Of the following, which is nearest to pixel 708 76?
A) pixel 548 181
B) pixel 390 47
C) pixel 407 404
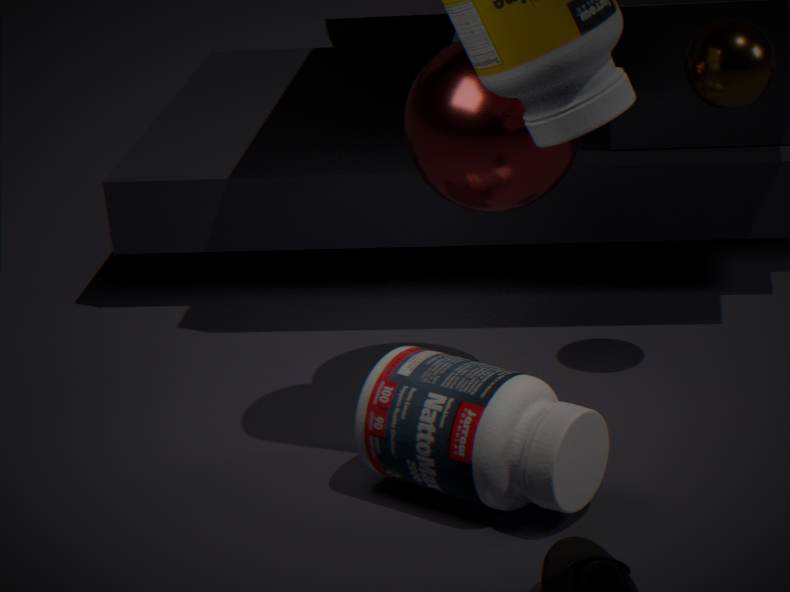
pixel 548 181
